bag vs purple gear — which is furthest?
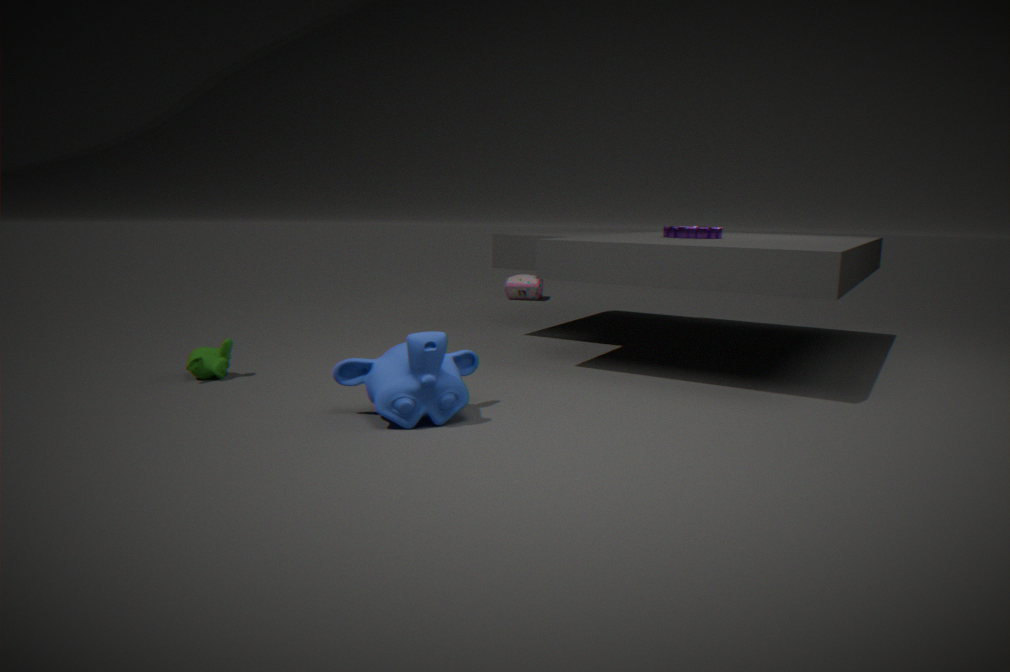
bag
